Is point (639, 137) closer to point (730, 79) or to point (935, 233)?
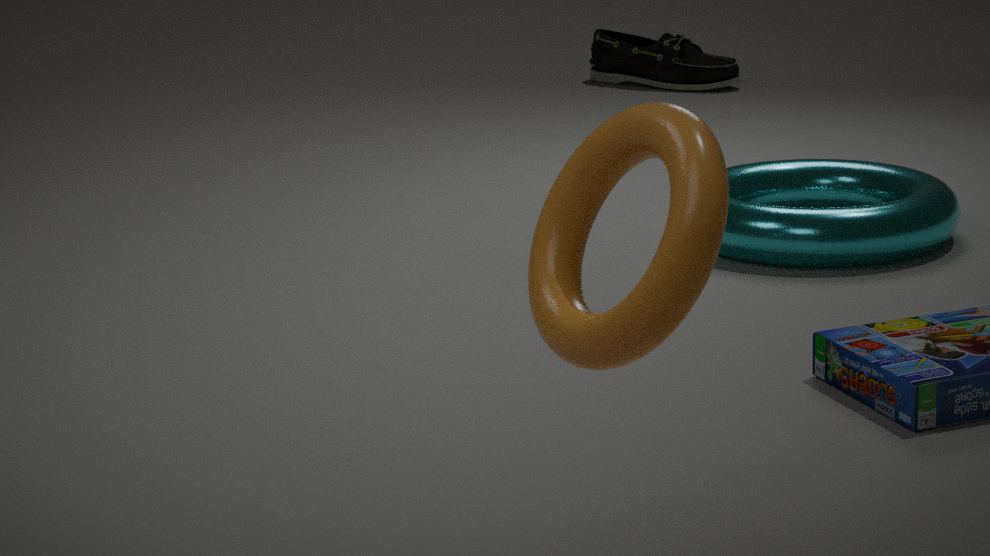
point (935, 233)
